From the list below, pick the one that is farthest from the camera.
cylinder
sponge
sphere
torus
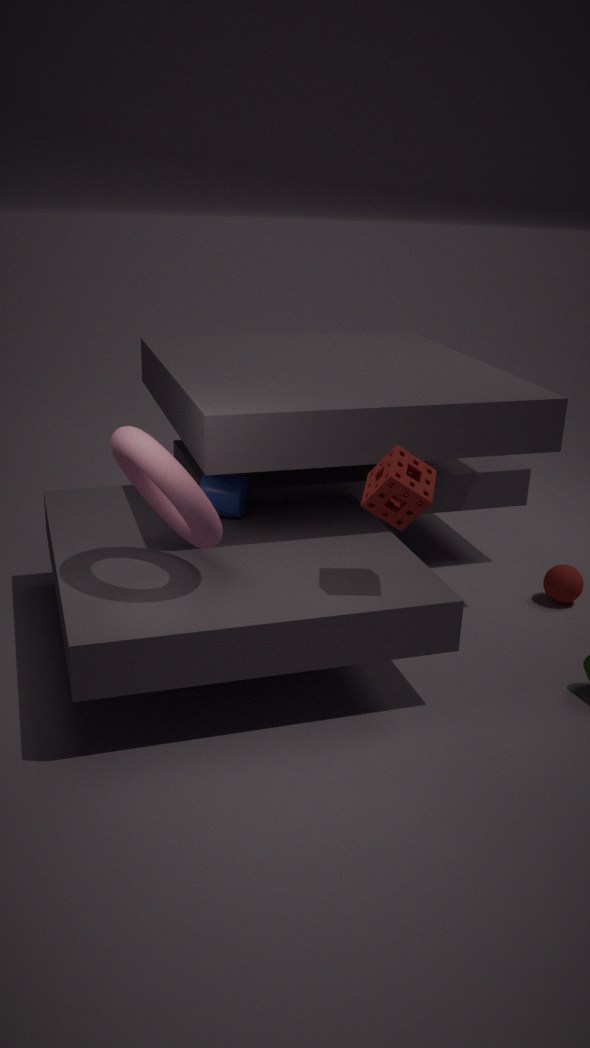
sphere
